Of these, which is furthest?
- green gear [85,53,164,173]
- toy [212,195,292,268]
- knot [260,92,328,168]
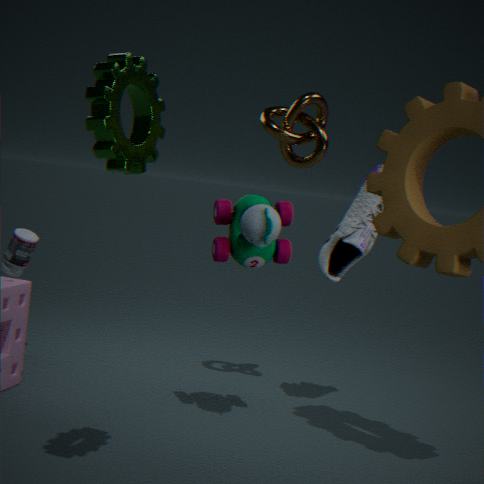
knot [260,92,328,168]
